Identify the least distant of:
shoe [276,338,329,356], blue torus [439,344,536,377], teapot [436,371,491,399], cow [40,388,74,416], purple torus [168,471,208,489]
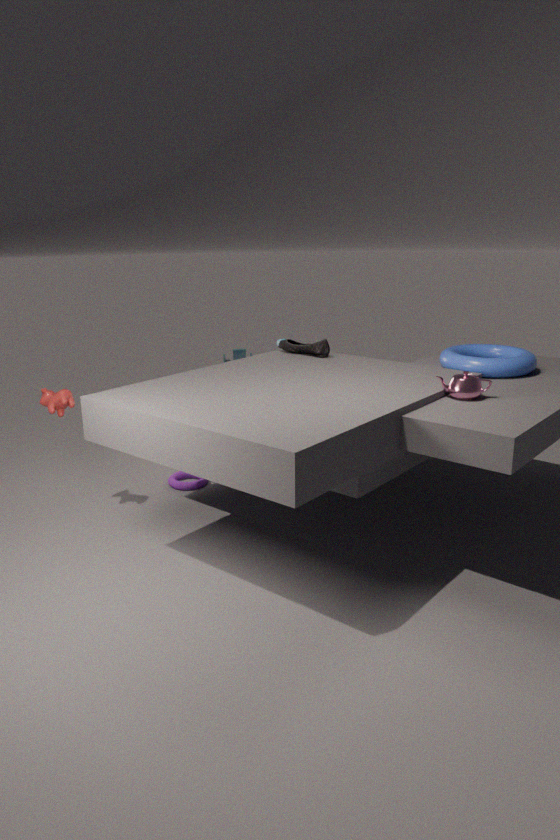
teapot [436,371,491,399]
